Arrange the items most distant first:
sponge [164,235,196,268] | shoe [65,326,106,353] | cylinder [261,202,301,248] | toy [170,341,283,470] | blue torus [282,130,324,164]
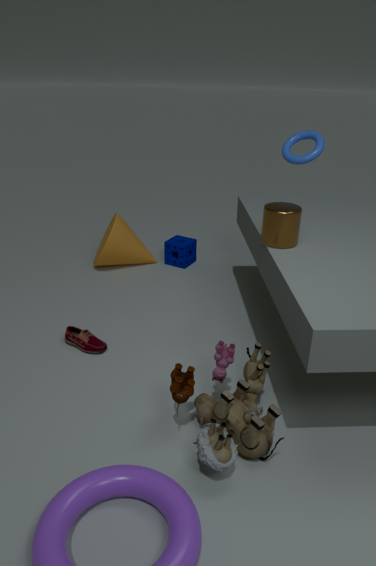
1. sponge [164,235,196,268]
2. blue torus [282,130,324,164]
3. shoe [65,326,106,353]
4. cylinder [261,202,301,248]
5. toy [170,341,283,470]
